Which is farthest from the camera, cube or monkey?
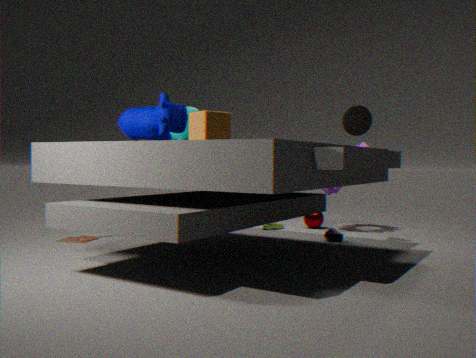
monkey
